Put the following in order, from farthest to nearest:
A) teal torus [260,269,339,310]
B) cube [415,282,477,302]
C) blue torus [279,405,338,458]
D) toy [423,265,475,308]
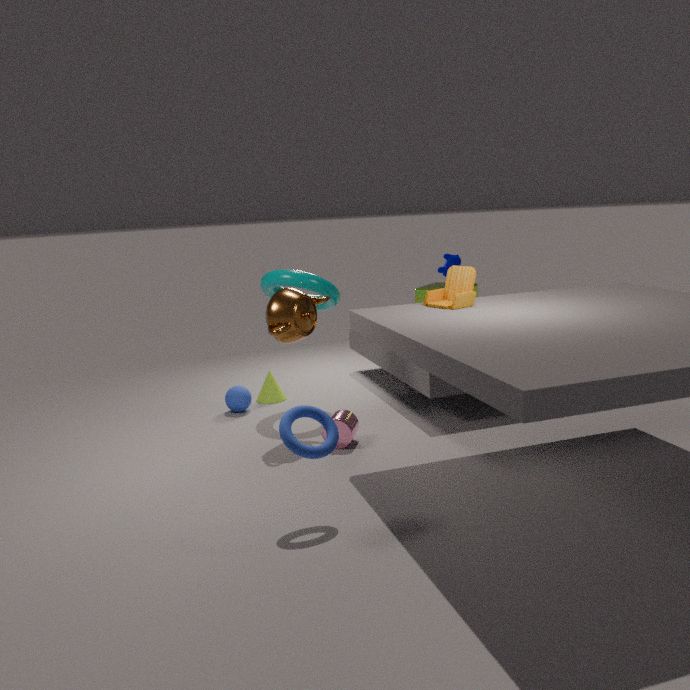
cube [415,282,477,302] < teal torus [260,269,339,310] < toy [423,265,475,308] < blue torus [279,405,338,458]
